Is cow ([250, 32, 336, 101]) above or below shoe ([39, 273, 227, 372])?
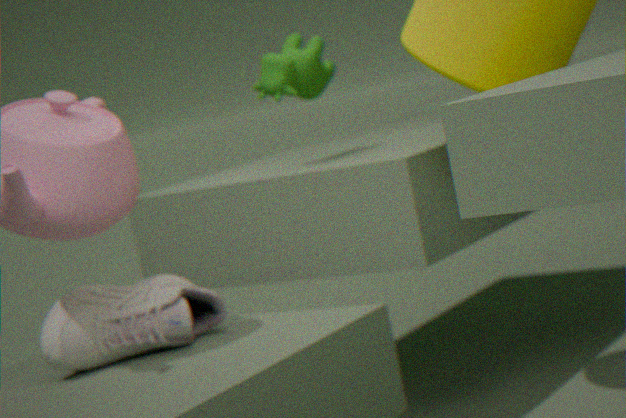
above
